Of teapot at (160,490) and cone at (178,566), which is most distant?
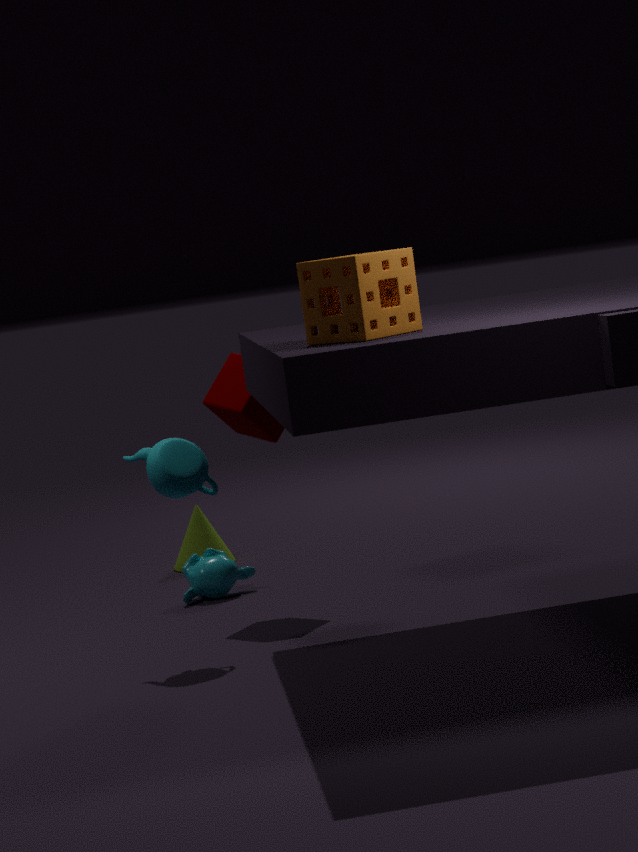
cone at (178,566)
